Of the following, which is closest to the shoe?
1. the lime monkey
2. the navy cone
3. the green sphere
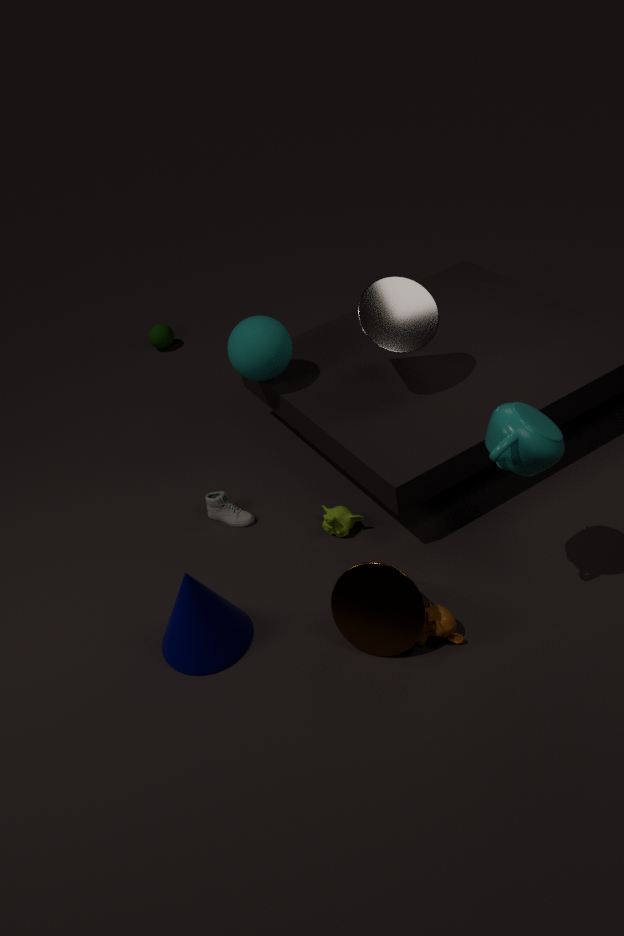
the lime monkey
